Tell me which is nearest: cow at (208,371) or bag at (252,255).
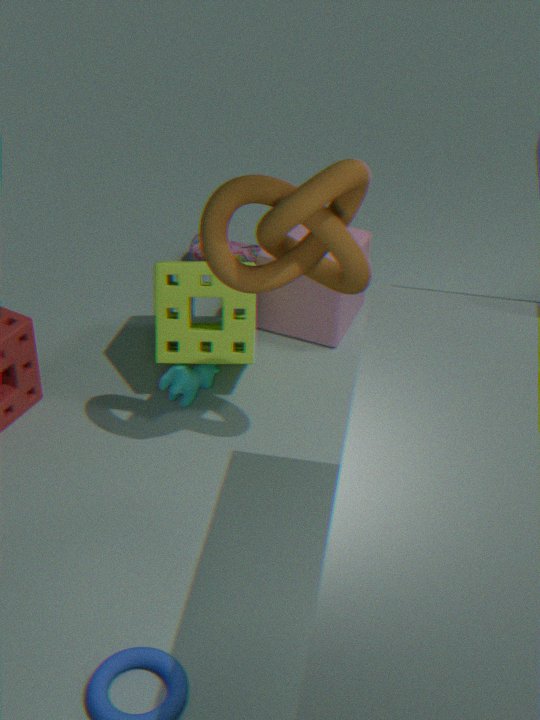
cow at (208,371)
